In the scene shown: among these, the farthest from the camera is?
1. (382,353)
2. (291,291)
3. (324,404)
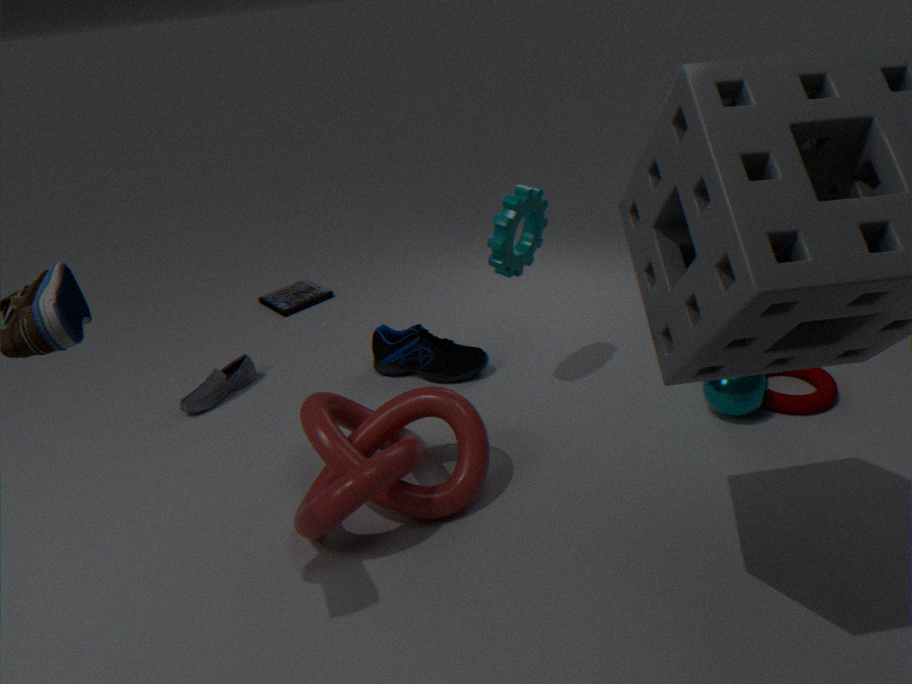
(291,291)
